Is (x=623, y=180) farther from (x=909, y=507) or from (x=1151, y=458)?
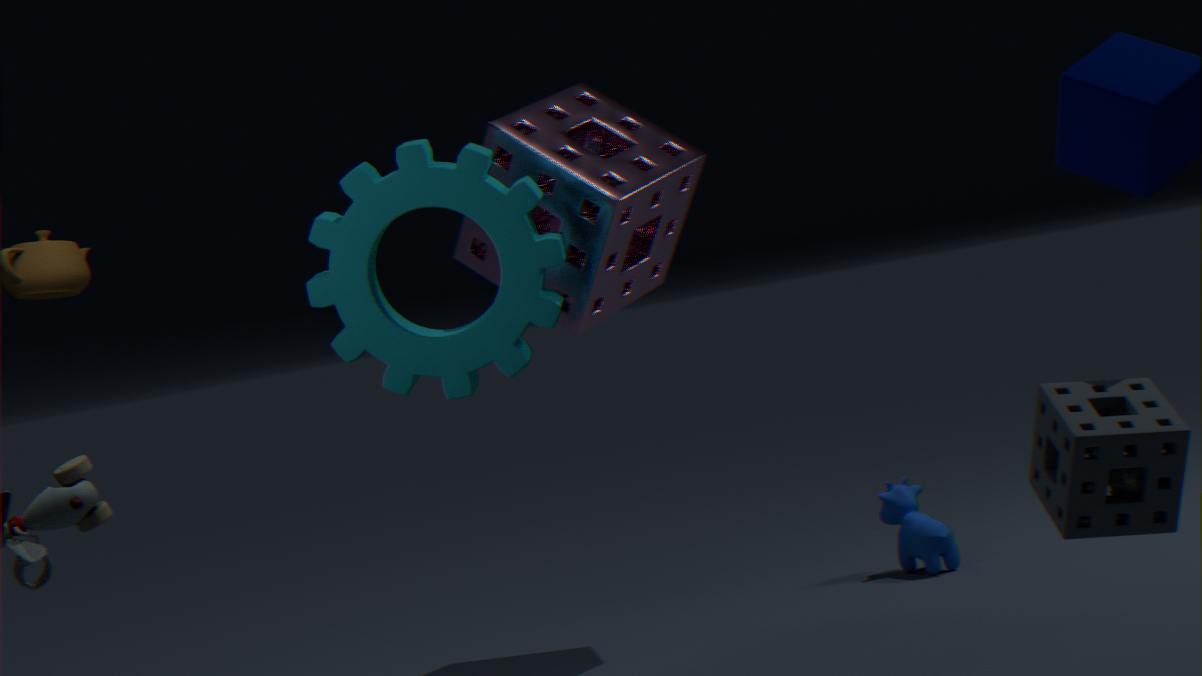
(x=1151, y=458)
